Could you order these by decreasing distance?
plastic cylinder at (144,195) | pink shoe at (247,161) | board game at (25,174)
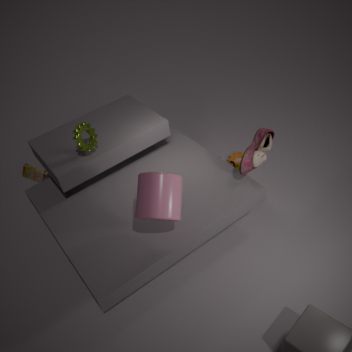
1. board game at (25,174)
2. pink shoe at (247,161)
3. plastic cylinder at (144,195)
